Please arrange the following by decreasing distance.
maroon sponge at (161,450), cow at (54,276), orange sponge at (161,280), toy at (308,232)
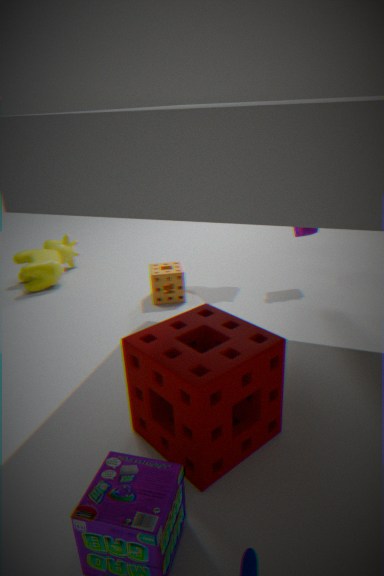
cow at (54,276)
toy at (308,232)
orange sponge at (161,280)
maroon sponge at (161,450)
